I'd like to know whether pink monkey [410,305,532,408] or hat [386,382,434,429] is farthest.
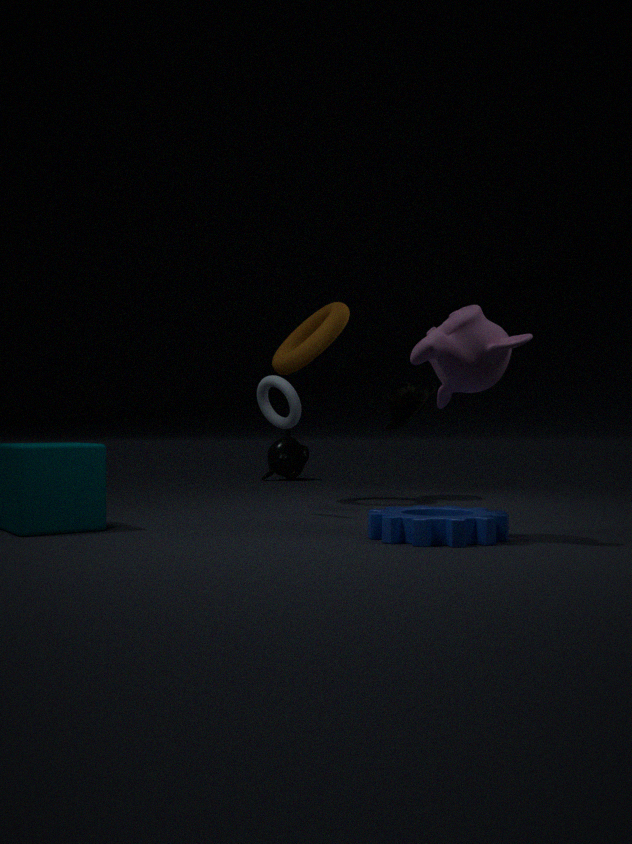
hat [386,382,434,429]
